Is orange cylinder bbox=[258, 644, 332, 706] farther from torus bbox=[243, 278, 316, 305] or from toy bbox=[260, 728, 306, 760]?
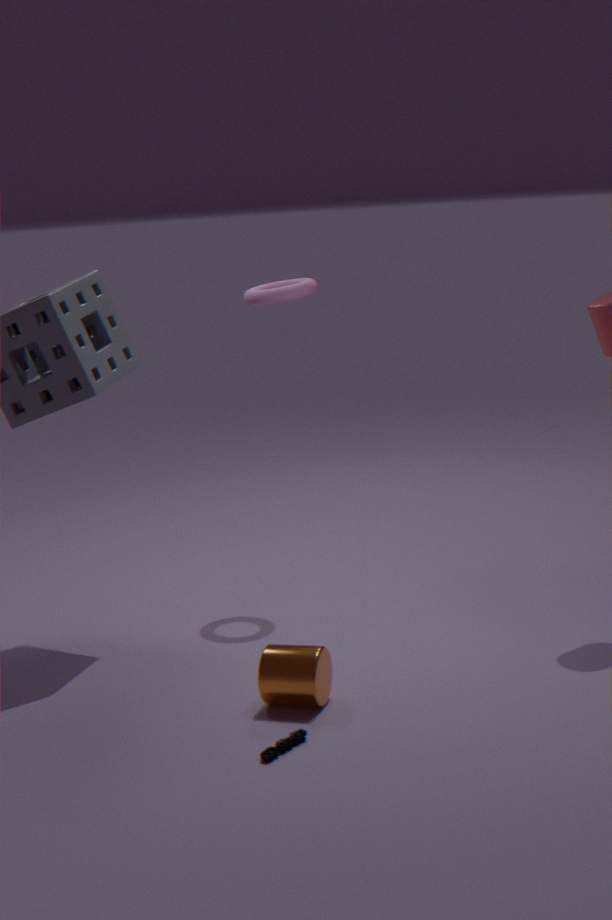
torus bbox=[243, 278, 316, 305]
